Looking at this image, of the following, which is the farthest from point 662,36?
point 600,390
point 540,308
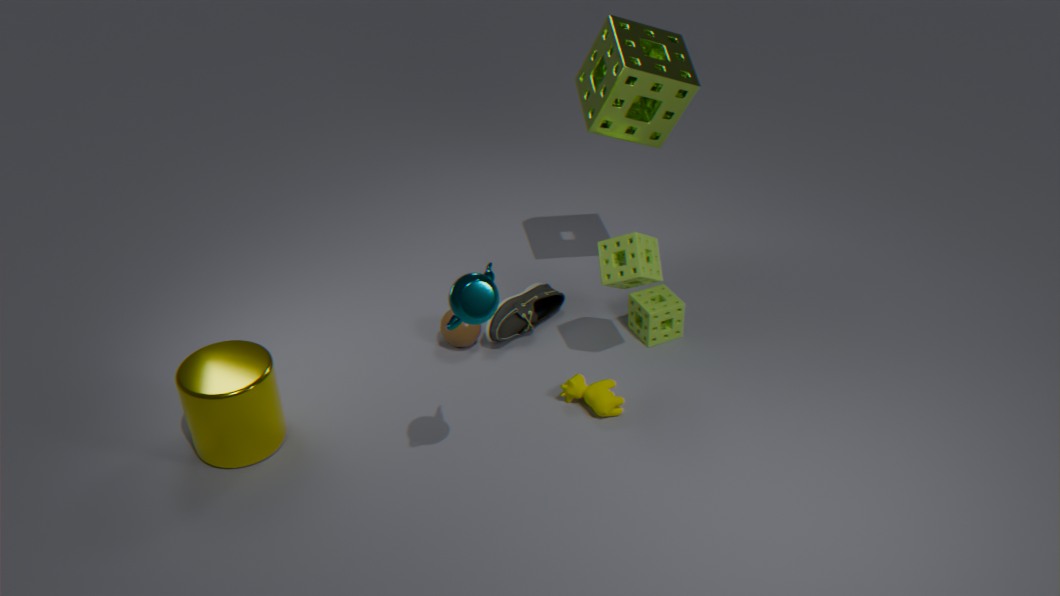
point 600,390
